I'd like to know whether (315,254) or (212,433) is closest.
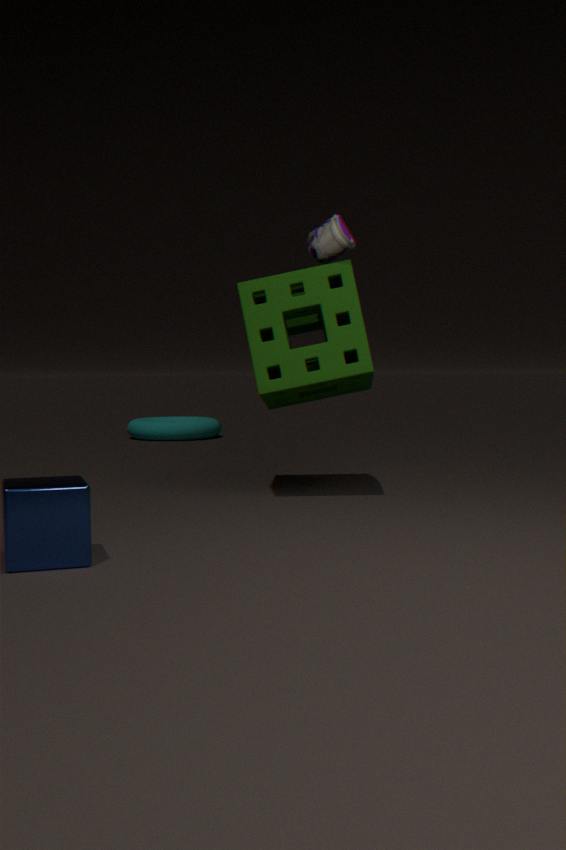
(315,254)
